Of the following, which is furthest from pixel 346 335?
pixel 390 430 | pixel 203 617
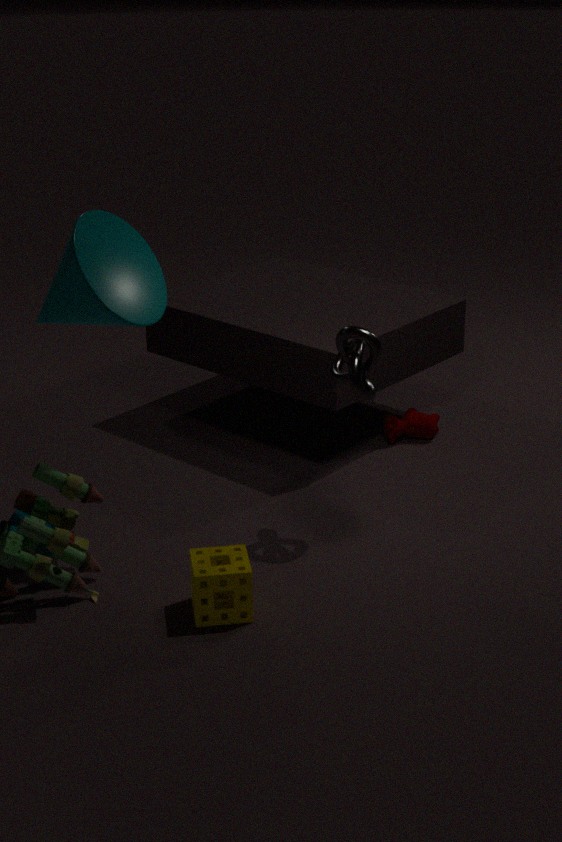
pixel 390 430
